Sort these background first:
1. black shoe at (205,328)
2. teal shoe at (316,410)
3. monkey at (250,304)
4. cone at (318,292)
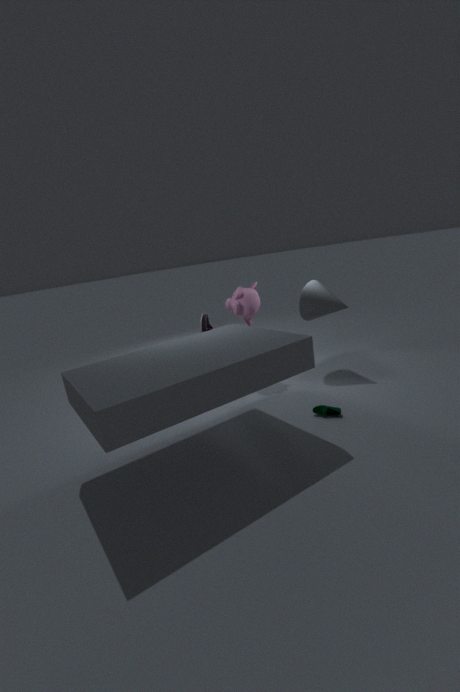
black shoe at (205,328) < monkey at (250,304) < cone at (318,292) < teal shoe at (316,410)
